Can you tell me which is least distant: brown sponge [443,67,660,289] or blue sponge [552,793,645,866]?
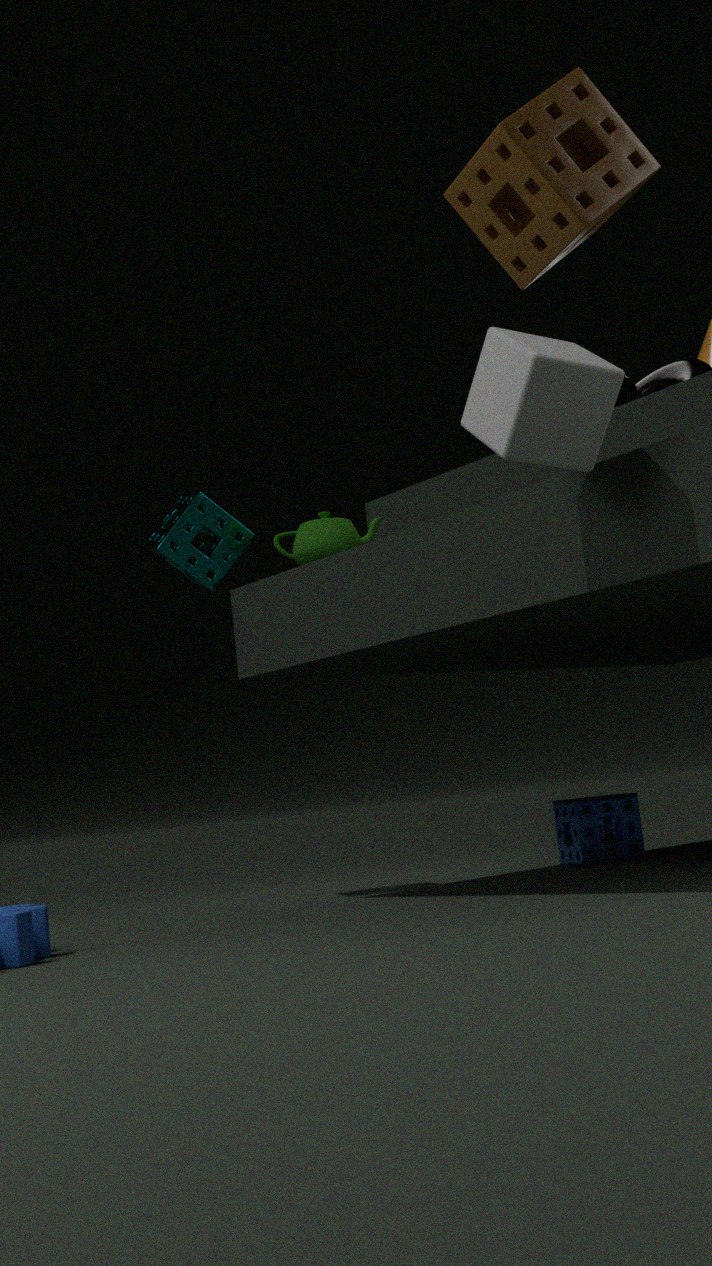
brown sponge [443,67,660,289]
